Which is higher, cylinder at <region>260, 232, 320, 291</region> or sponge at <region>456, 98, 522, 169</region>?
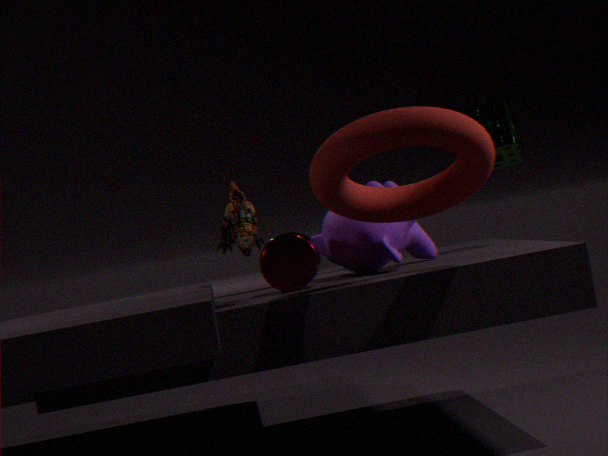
sponge at <region>456, 98, 522, 169</region>
